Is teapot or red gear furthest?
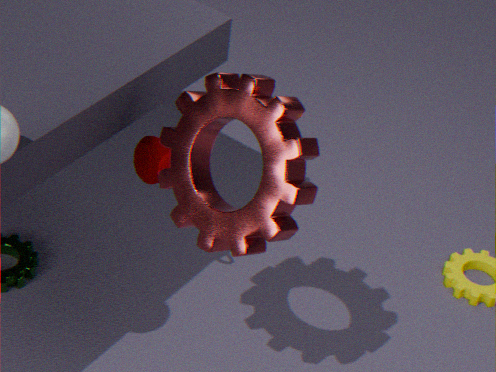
teapot
